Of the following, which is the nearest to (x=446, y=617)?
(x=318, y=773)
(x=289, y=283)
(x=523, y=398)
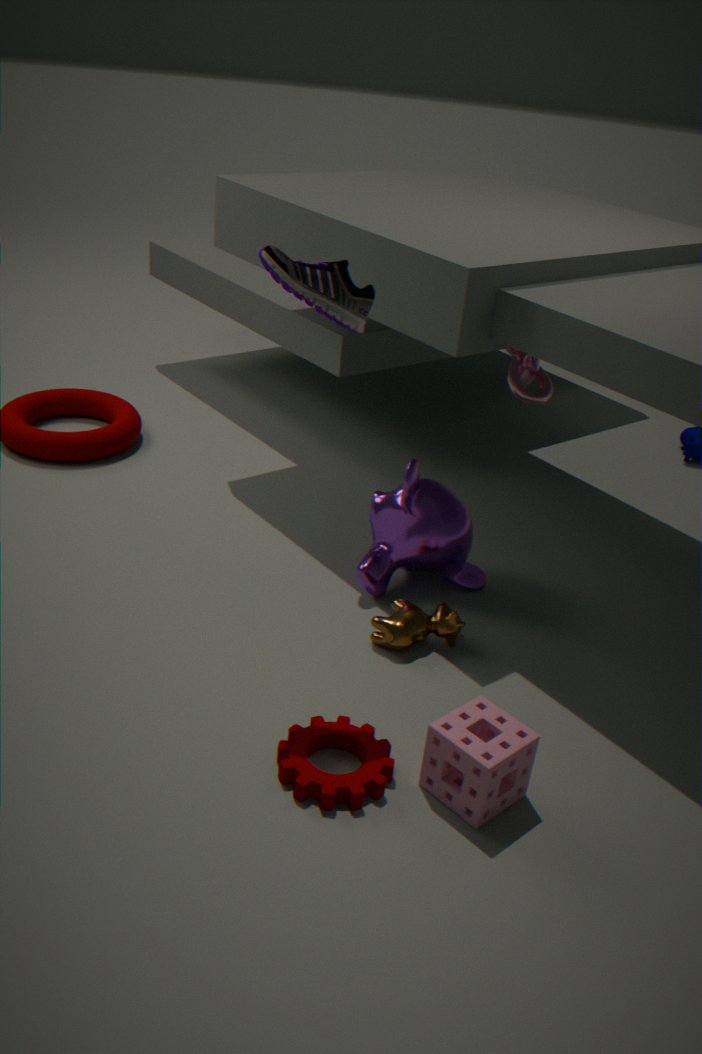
(x=318, y=773)
